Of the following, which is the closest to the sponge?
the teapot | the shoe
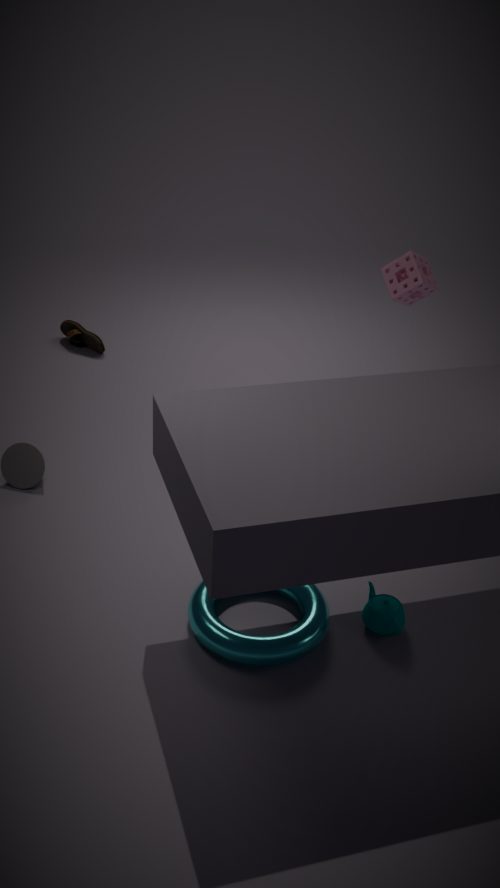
the teapot
